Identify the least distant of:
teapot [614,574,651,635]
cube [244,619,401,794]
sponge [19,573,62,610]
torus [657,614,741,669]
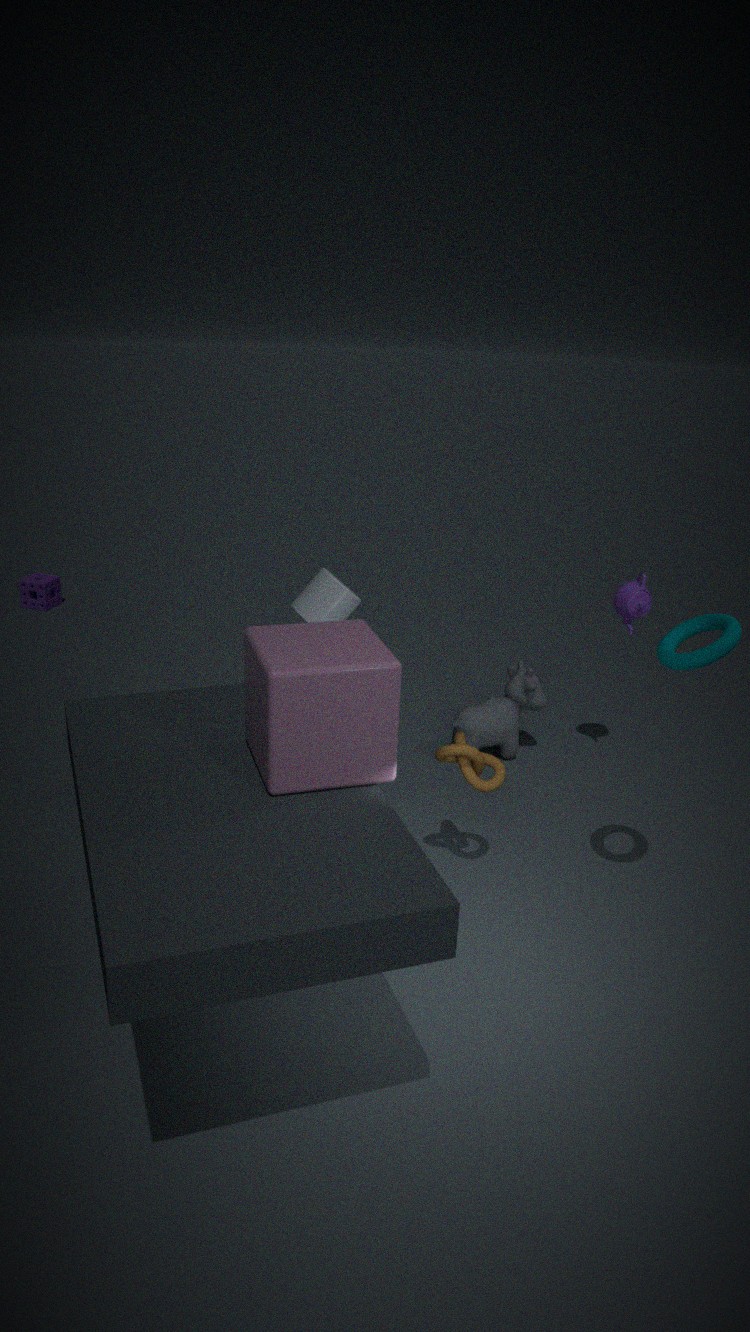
cube [244,619,401,794]
